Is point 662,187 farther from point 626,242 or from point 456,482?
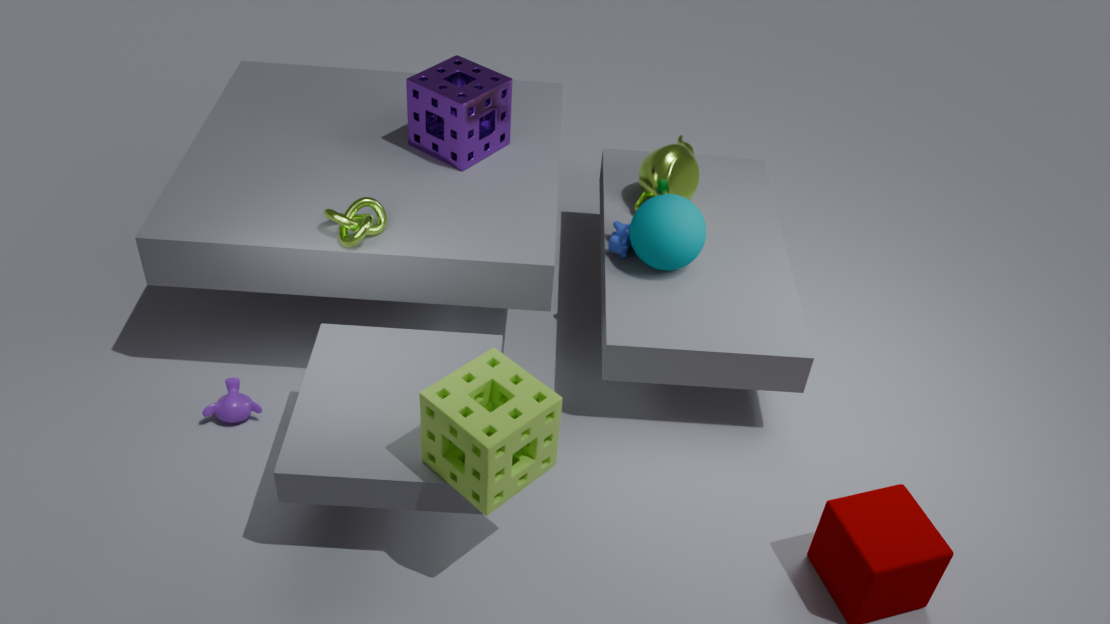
point 456,482
